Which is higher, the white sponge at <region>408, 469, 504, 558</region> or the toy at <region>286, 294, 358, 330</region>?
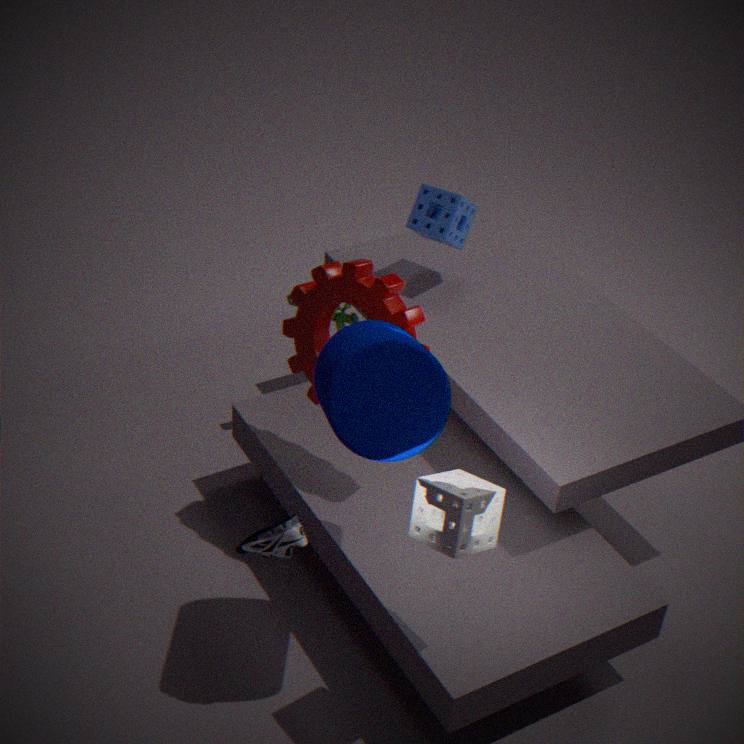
the white sponge at <region>408, 469, 504, 558</region>
